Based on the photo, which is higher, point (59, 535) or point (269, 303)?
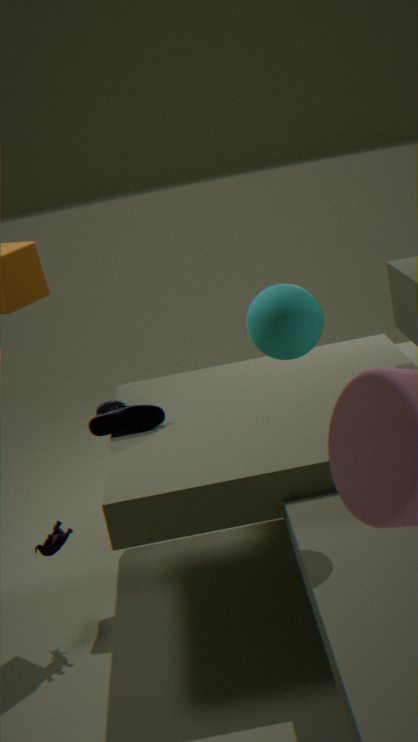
point (269, 303)
